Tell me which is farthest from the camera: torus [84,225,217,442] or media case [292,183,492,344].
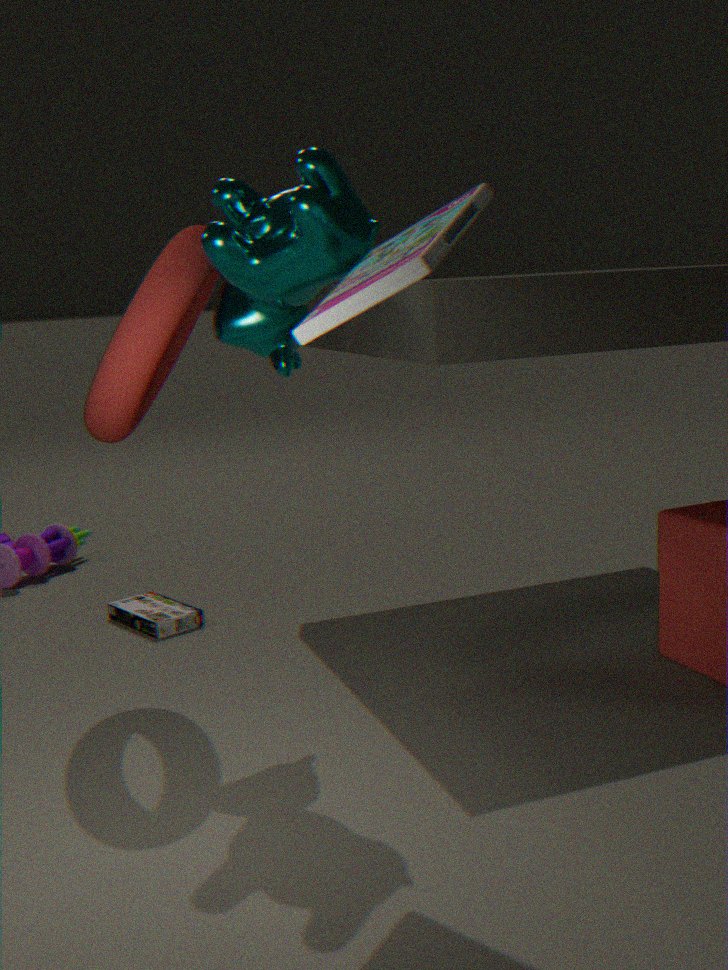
torus [84,225,217,442]
